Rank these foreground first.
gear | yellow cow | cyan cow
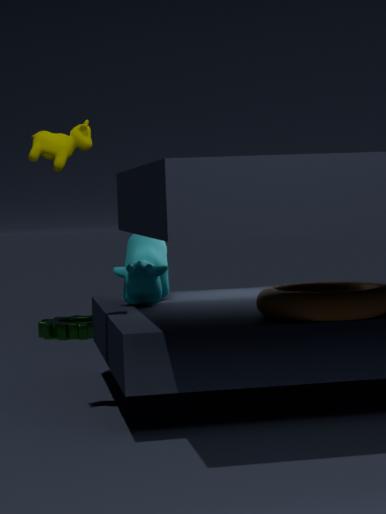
1. yellow cow
2. cyan cow
3. gear
